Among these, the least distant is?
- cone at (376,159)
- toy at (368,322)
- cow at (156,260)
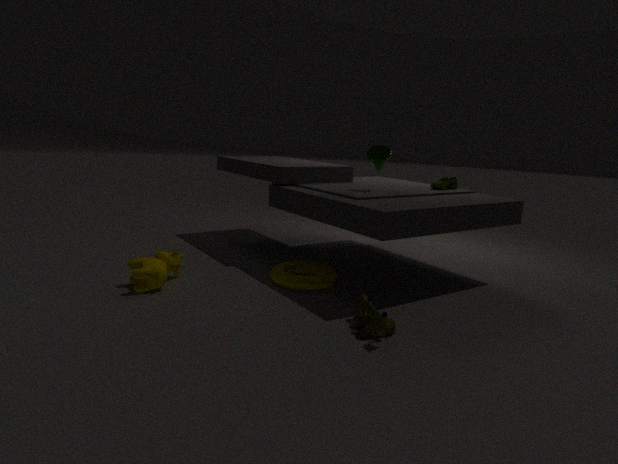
toy at (368,322)
